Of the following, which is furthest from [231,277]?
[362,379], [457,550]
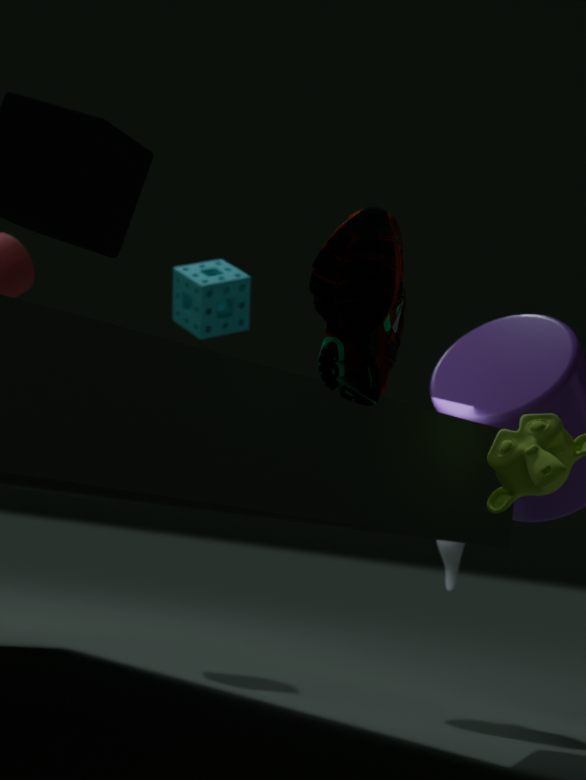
[362,379]
